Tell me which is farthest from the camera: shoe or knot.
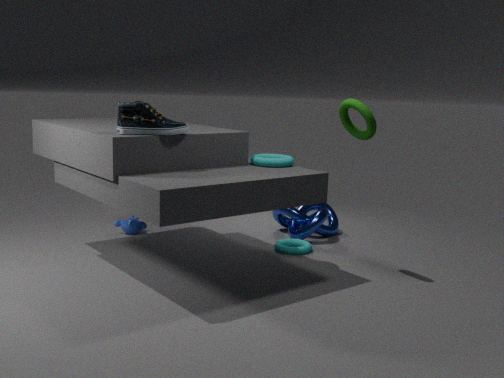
knot
